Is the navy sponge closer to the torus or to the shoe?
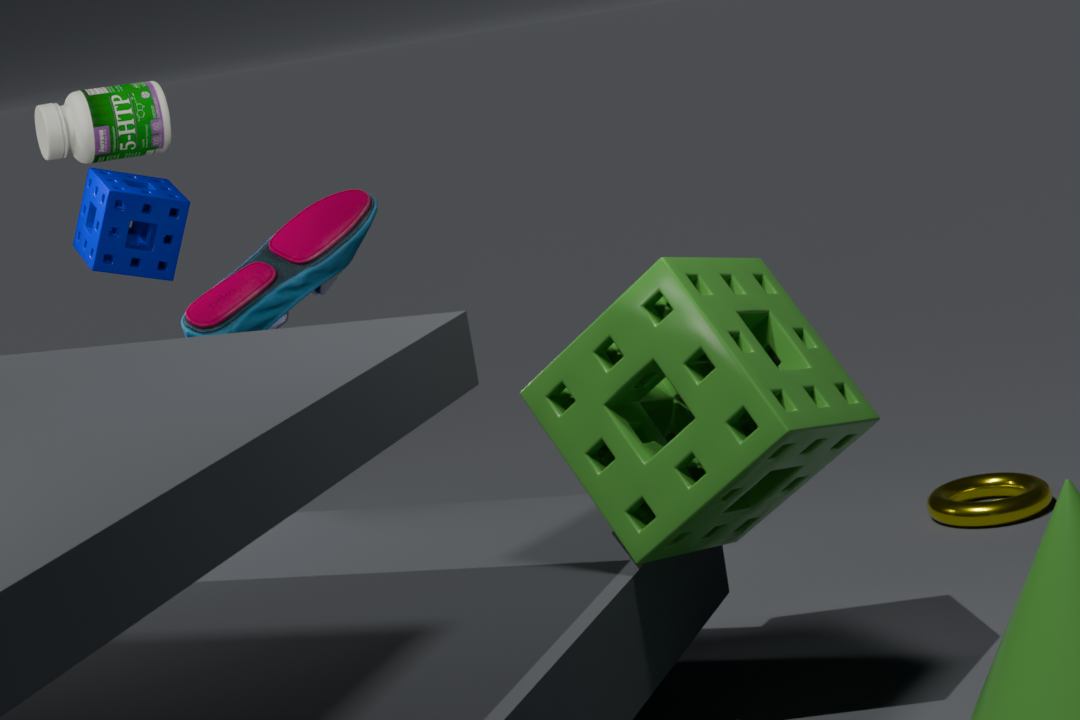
the shoe
